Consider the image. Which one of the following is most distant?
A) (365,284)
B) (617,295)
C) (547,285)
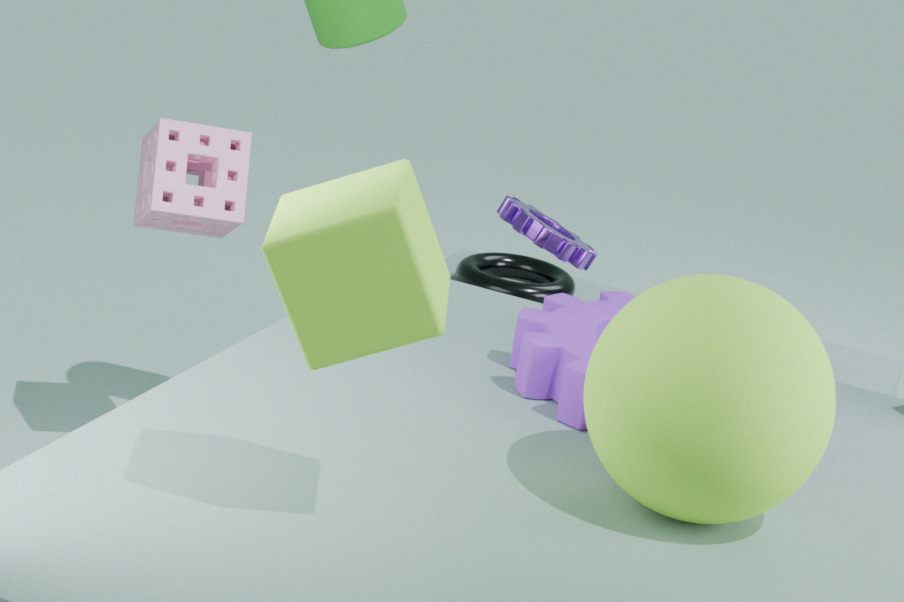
(547,285)
